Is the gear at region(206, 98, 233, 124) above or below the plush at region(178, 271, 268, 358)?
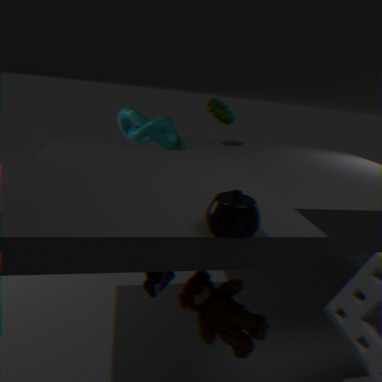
above
